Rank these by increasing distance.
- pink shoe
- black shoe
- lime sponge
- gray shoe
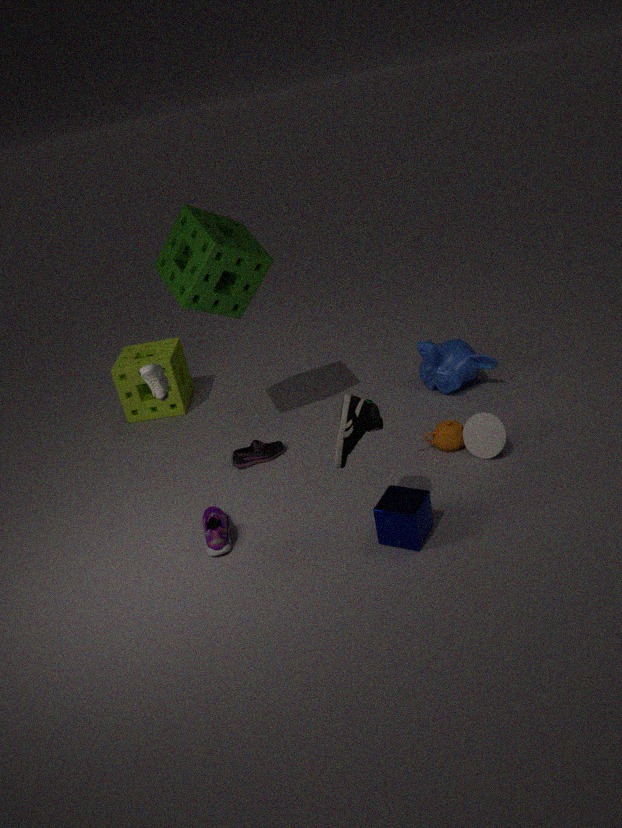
black shoe → gray shoe → pink shoe → lime sponge
